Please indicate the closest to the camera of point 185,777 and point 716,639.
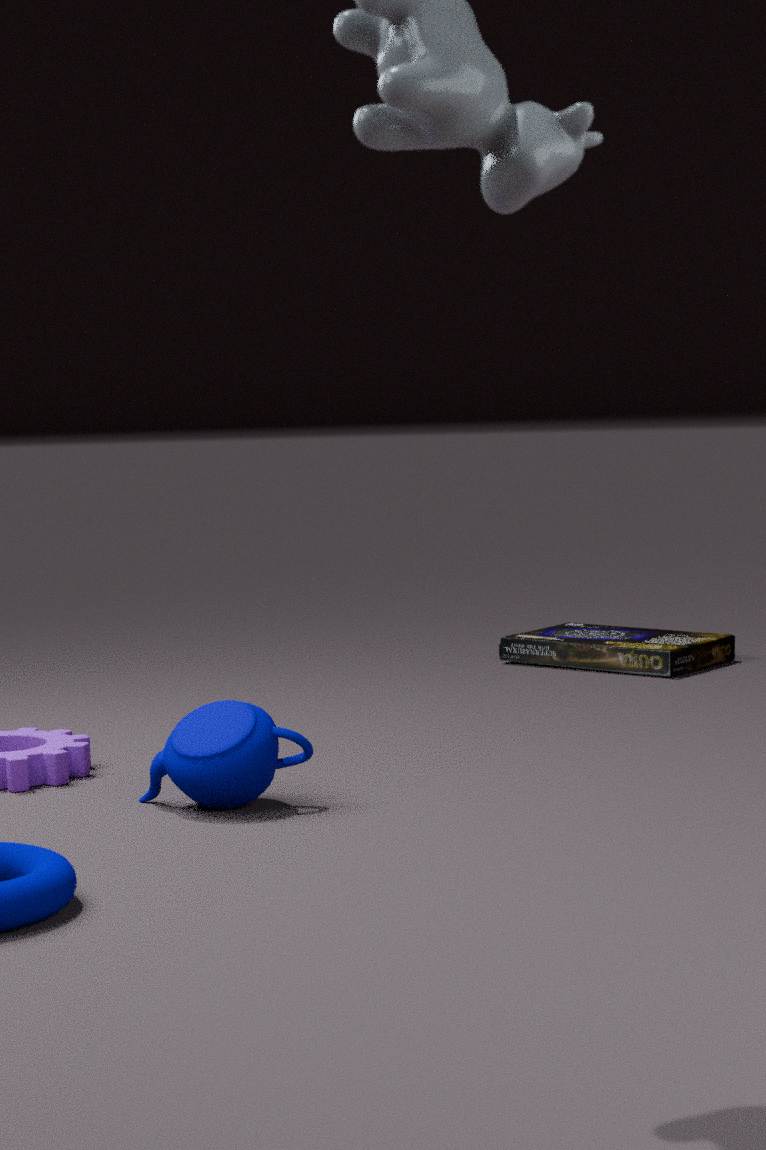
point 185,777
